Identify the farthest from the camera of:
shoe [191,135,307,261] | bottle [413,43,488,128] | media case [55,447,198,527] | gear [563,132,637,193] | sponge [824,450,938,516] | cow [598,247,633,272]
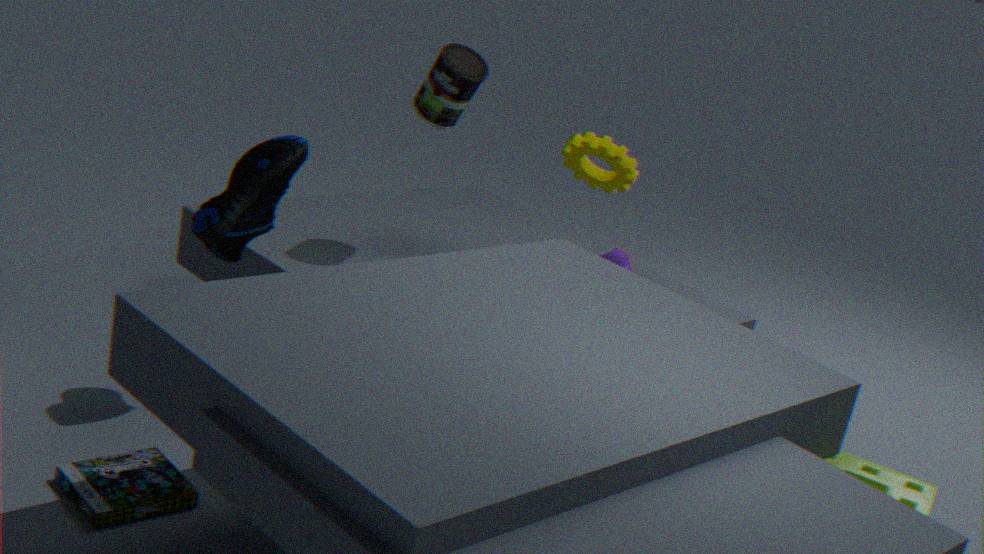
cow [598,247,633,272]
